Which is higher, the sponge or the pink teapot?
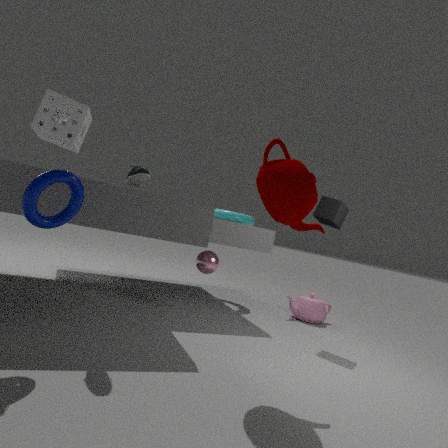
the sponge
